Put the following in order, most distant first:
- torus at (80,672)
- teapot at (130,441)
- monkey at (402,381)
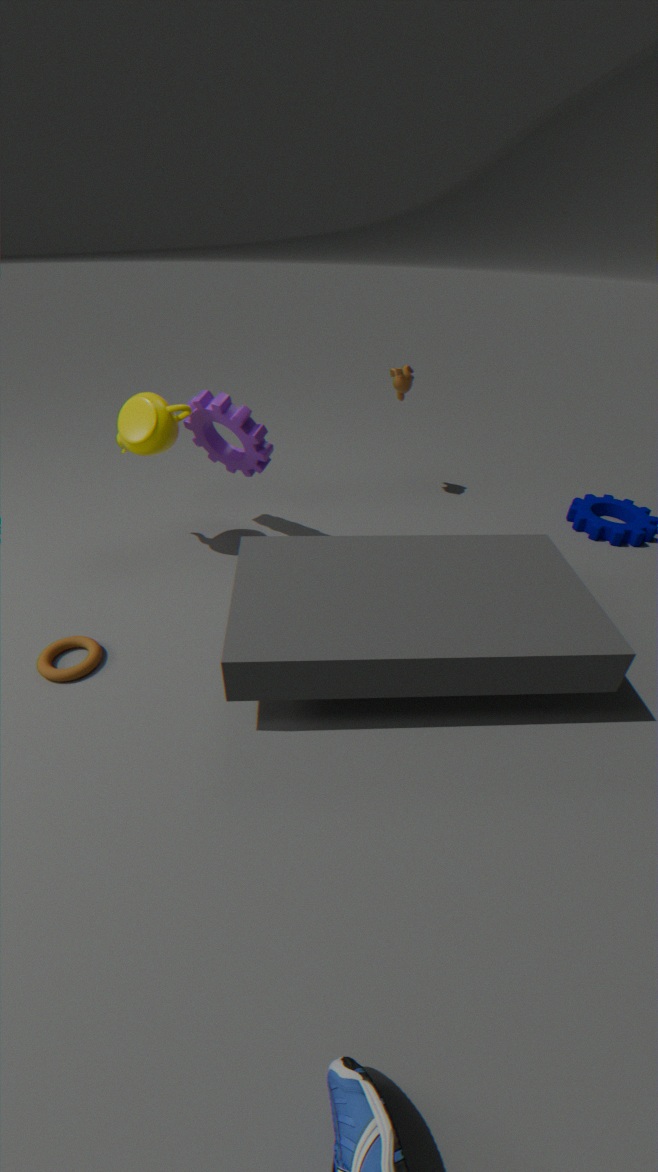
monkey at (402,381) → teapot at (130,441) → torus at (80,672)
